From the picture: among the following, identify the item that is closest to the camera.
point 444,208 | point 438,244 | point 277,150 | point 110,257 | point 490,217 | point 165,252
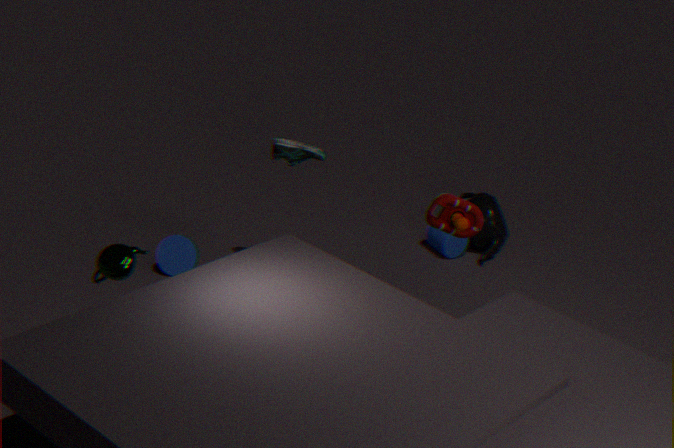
point 110,257
